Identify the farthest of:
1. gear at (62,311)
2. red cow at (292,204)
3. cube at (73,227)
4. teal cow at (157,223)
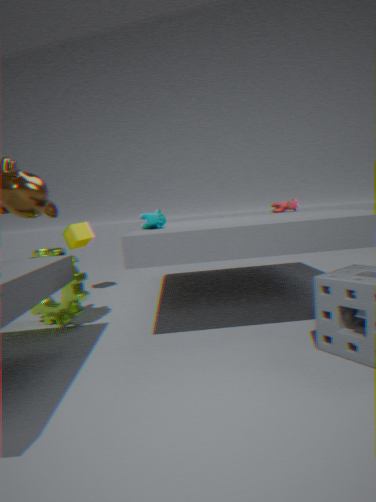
red cow at (292,204)
